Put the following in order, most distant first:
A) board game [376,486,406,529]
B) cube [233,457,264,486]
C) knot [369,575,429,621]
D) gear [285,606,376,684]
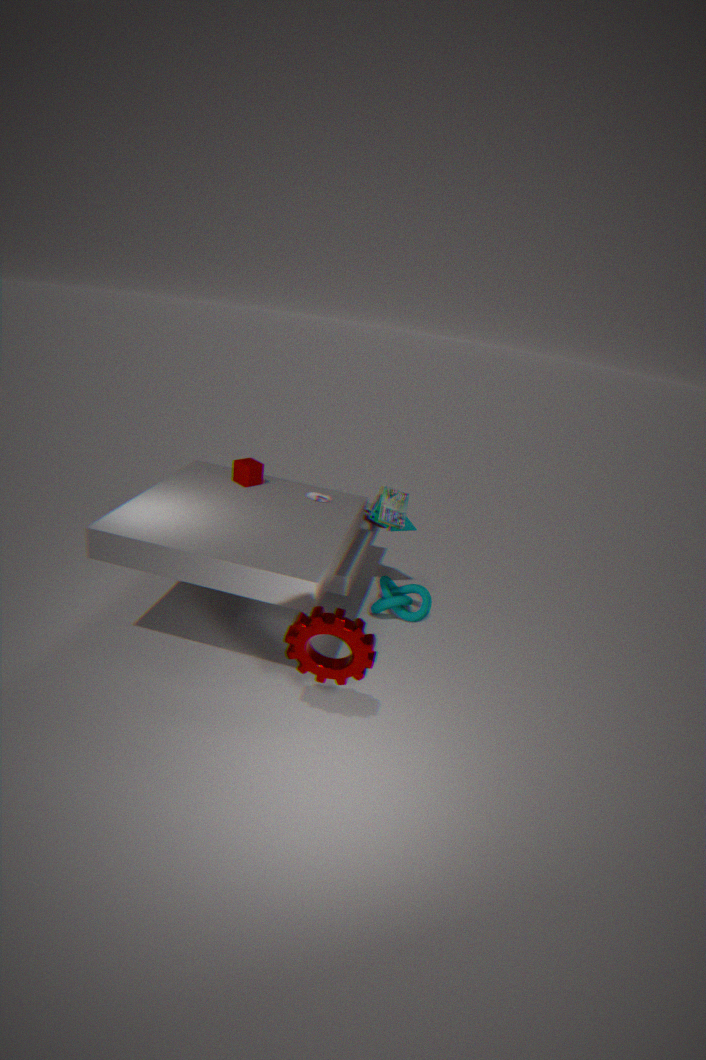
knot [369,575,429,621] → cube [233,457,264,486] → board game [376,486,406,529] → gear [285,606,376,684]
